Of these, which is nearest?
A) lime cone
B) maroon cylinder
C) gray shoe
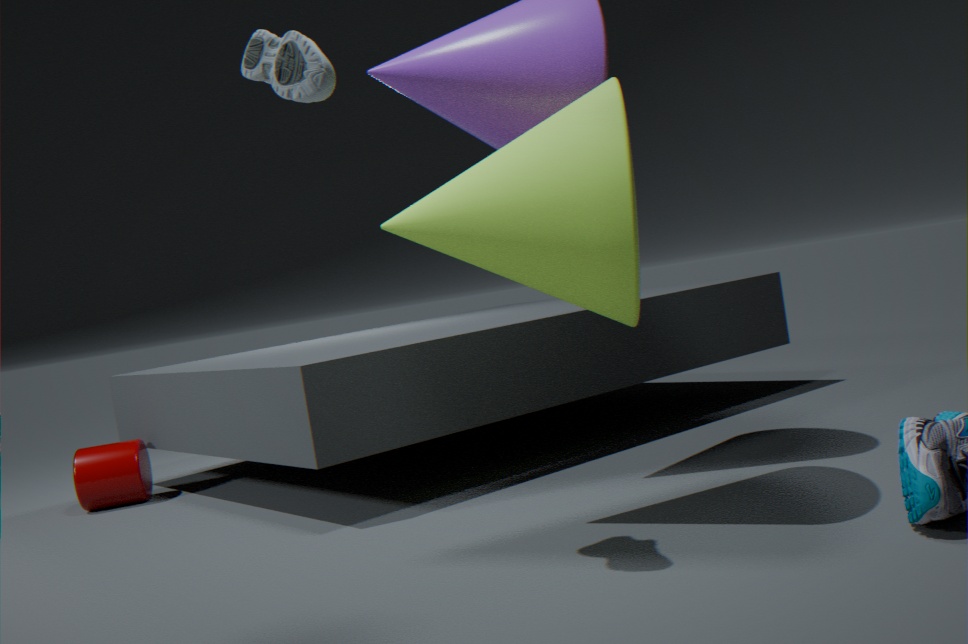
gray shoe
